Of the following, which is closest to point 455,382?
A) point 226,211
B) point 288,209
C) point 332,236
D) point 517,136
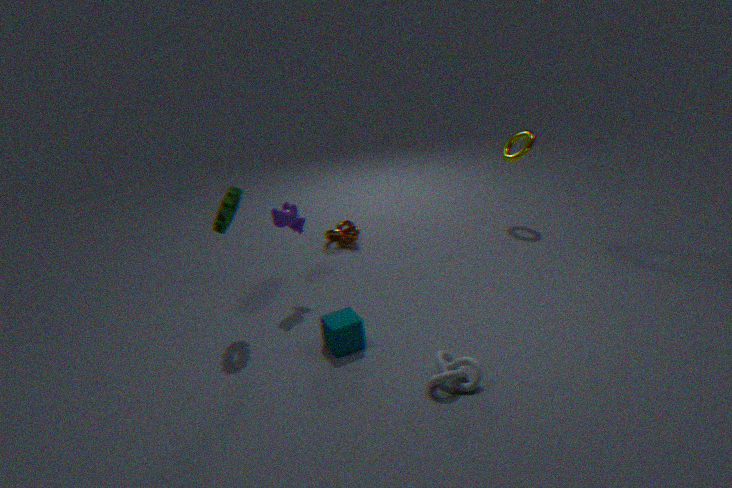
point 288,209
